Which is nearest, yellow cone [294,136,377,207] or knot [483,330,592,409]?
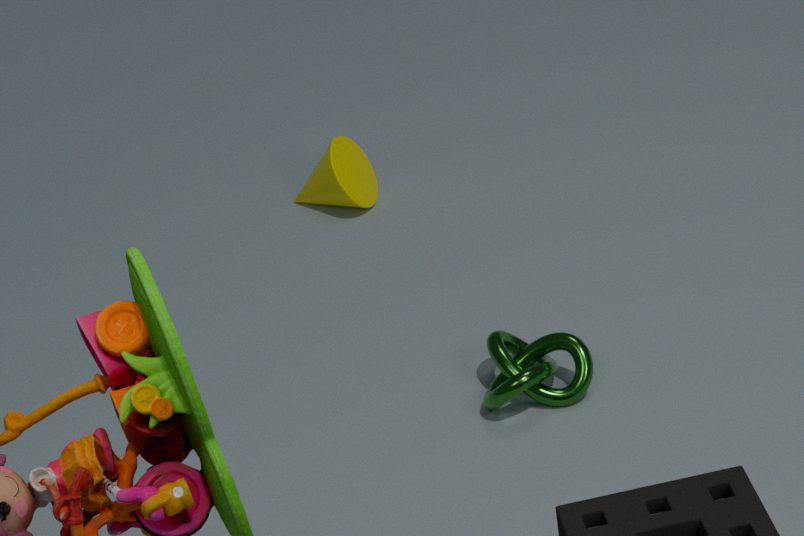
knot [483,330,592,409]
